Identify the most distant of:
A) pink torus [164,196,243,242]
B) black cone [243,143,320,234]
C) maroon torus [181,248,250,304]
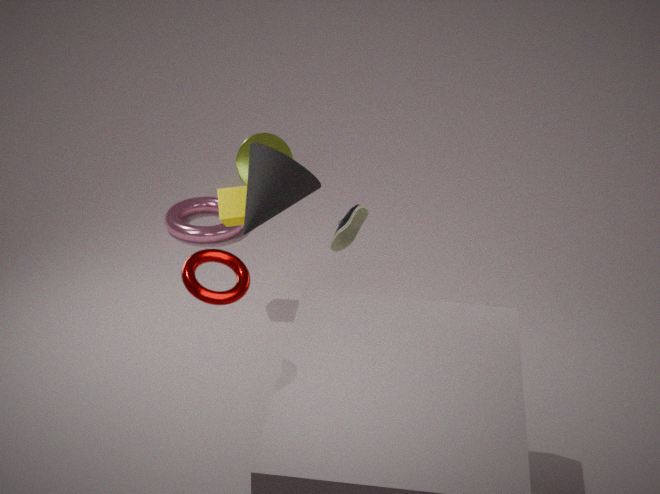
pink torus [164,196,243,242]
